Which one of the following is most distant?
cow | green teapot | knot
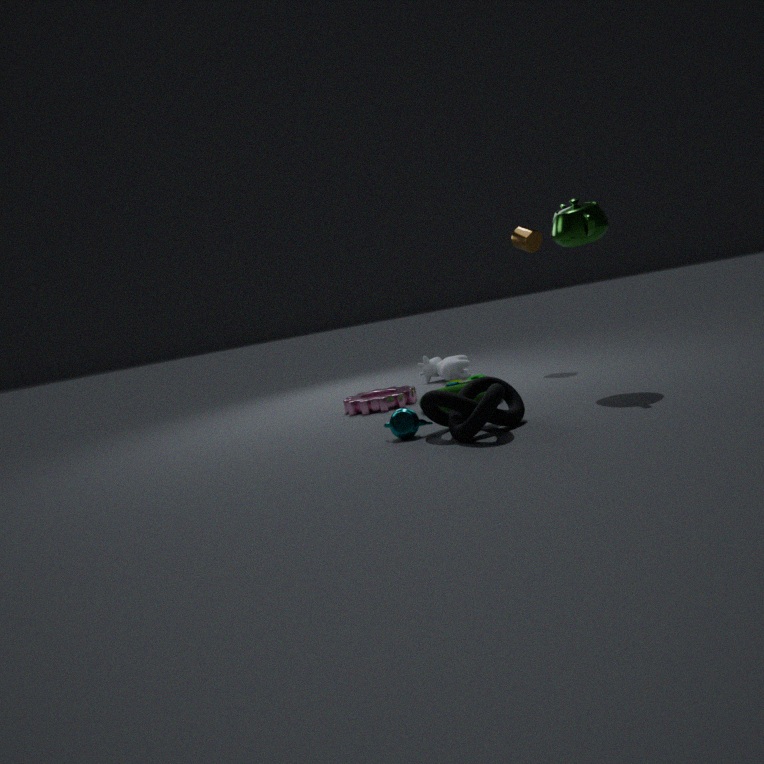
cow
